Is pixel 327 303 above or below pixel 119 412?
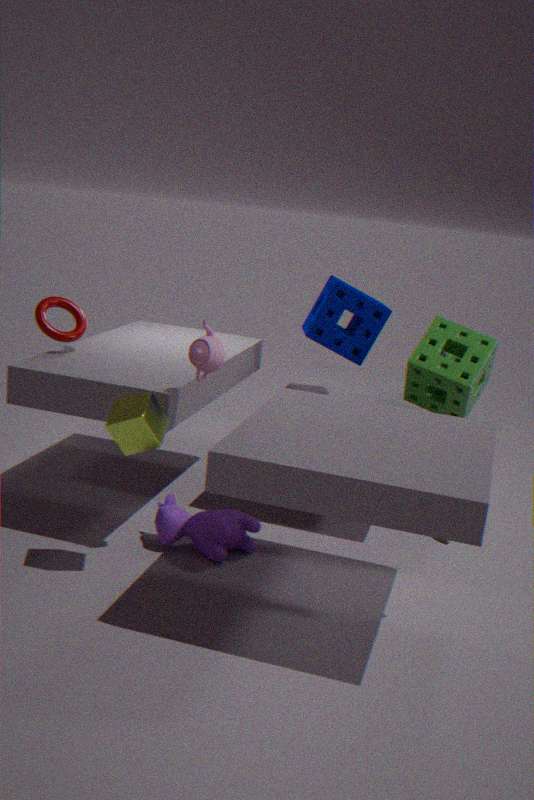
above
